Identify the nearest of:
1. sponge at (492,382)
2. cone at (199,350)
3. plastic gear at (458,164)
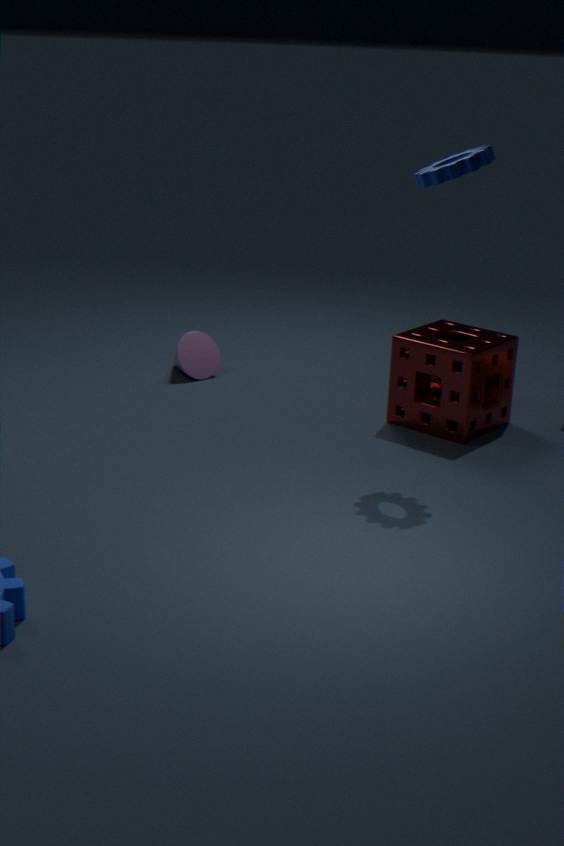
plastic gear at (458,164)
